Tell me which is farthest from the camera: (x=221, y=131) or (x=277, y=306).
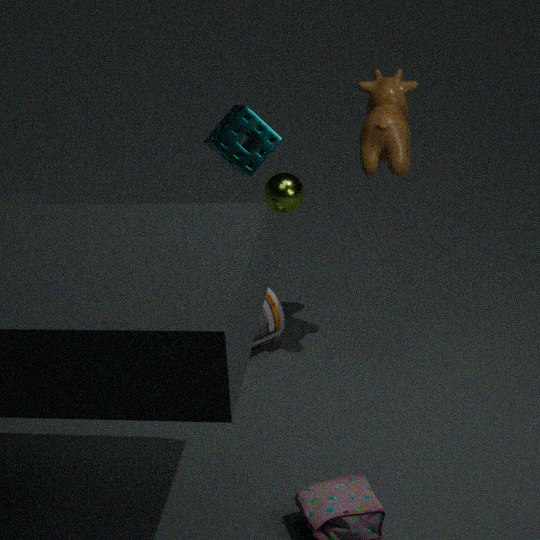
(x=277, y=306)
